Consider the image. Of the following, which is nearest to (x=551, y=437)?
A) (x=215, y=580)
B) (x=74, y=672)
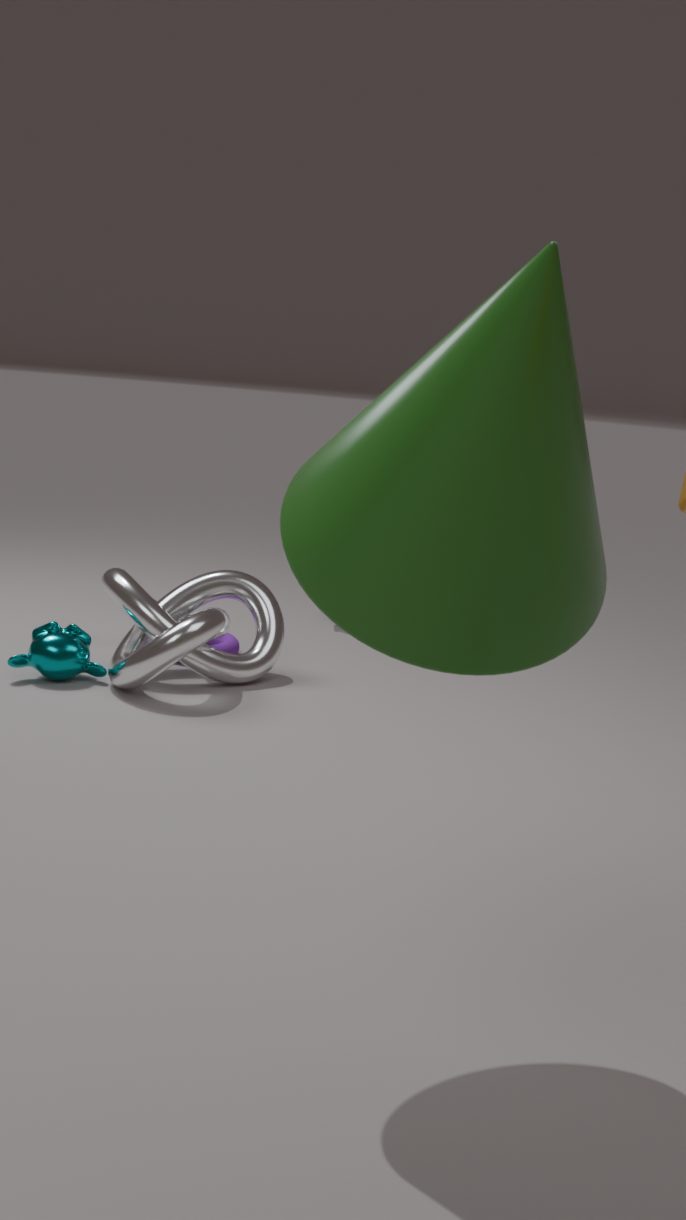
(x=215, y=580)
